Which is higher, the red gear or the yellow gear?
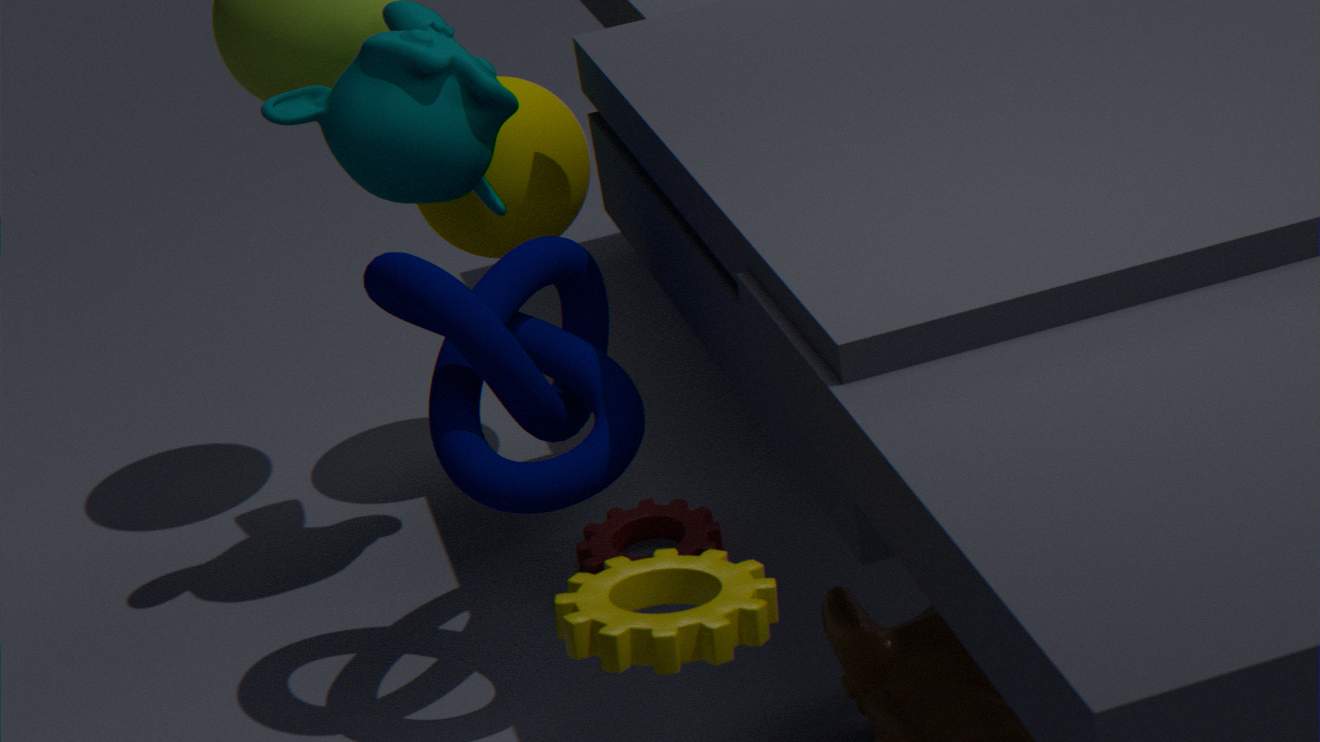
the yellow gear
